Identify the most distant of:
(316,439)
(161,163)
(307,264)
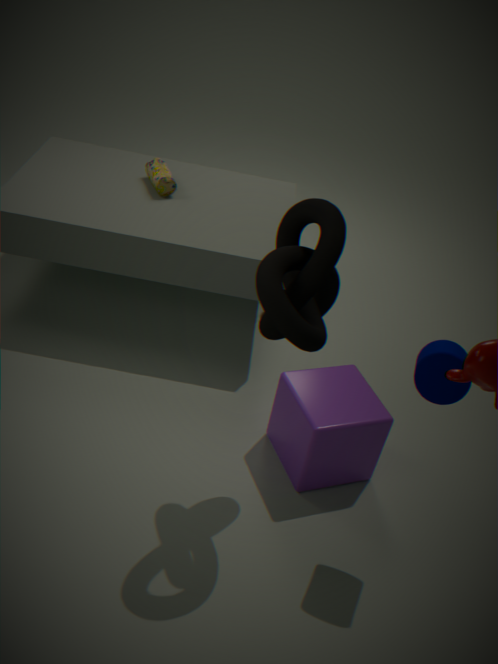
(161,163)
